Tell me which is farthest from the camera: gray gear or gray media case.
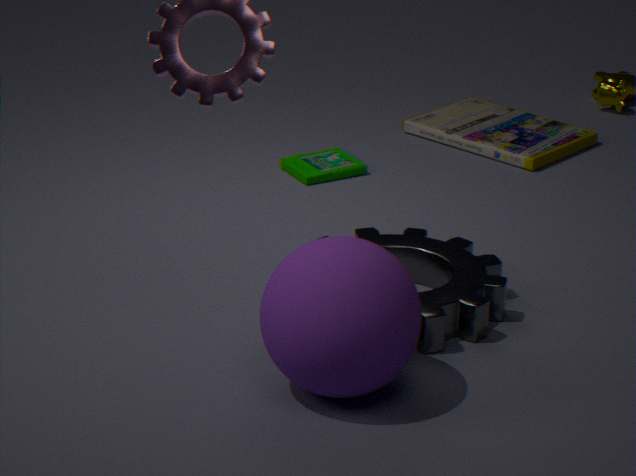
gray media case
